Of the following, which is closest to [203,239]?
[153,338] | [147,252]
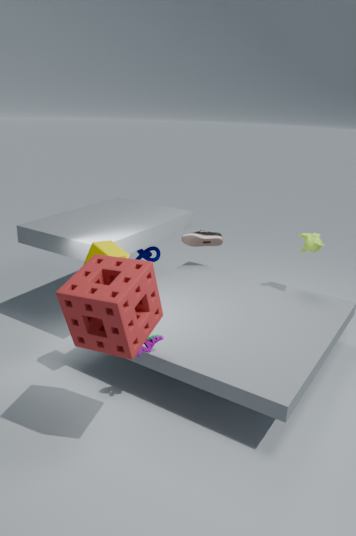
[147,252]
